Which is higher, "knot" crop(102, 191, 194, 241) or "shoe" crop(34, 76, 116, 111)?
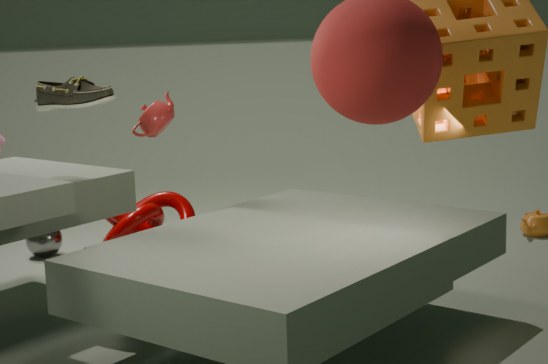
"shoe" crop(34, 76, 116, 111)
